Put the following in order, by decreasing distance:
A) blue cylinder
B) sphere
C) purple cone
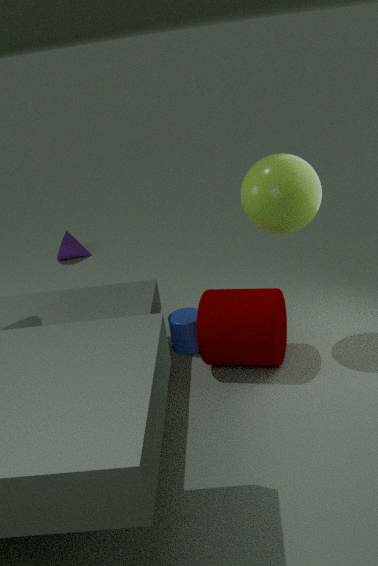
purple cone → blue cylinder → sphere
